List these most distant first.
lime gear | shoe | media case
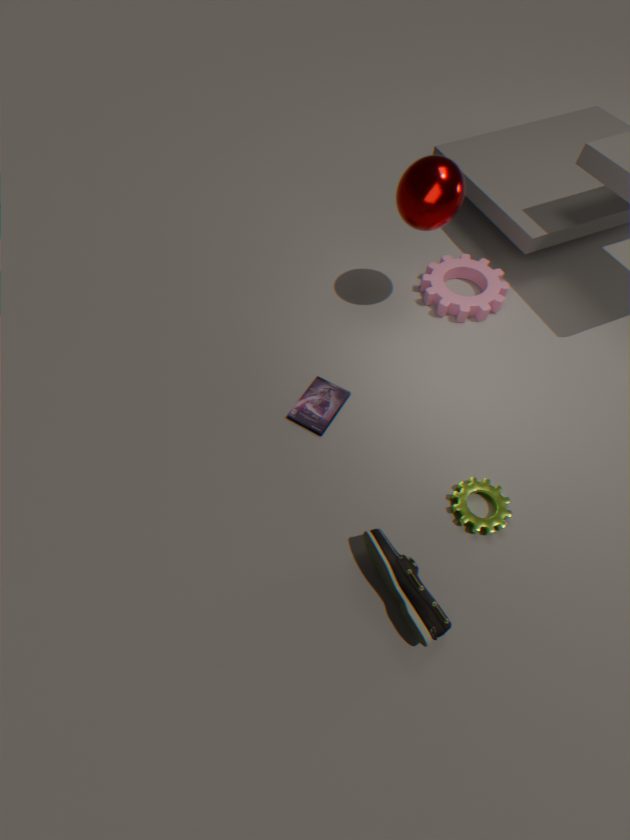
media case
lime gear
shoe
